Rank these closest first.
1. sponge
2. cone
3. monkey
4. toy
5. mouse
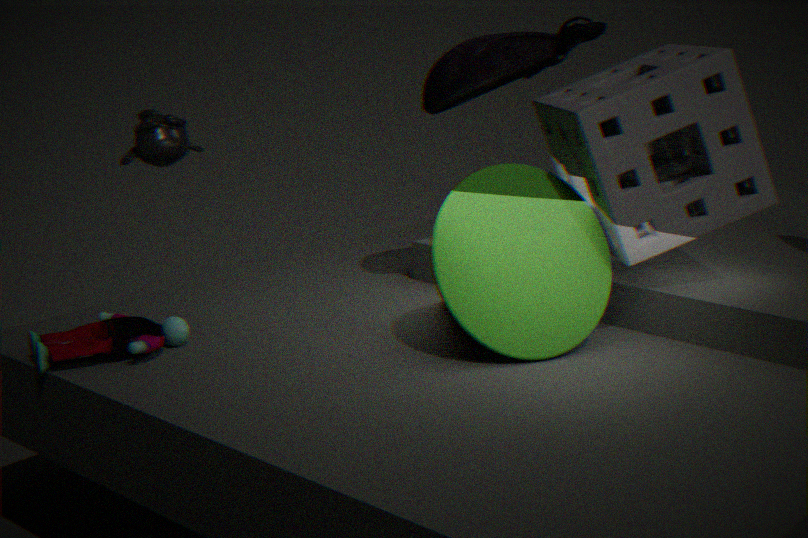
toy
cone
sponge
mouse
monkey
